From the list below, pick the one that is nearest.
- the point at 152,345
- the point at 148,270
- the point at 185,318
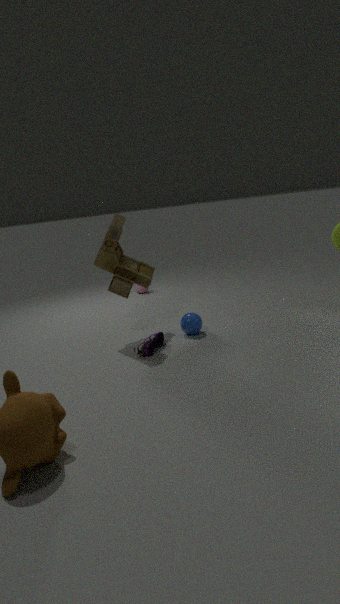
the point at 152,345
